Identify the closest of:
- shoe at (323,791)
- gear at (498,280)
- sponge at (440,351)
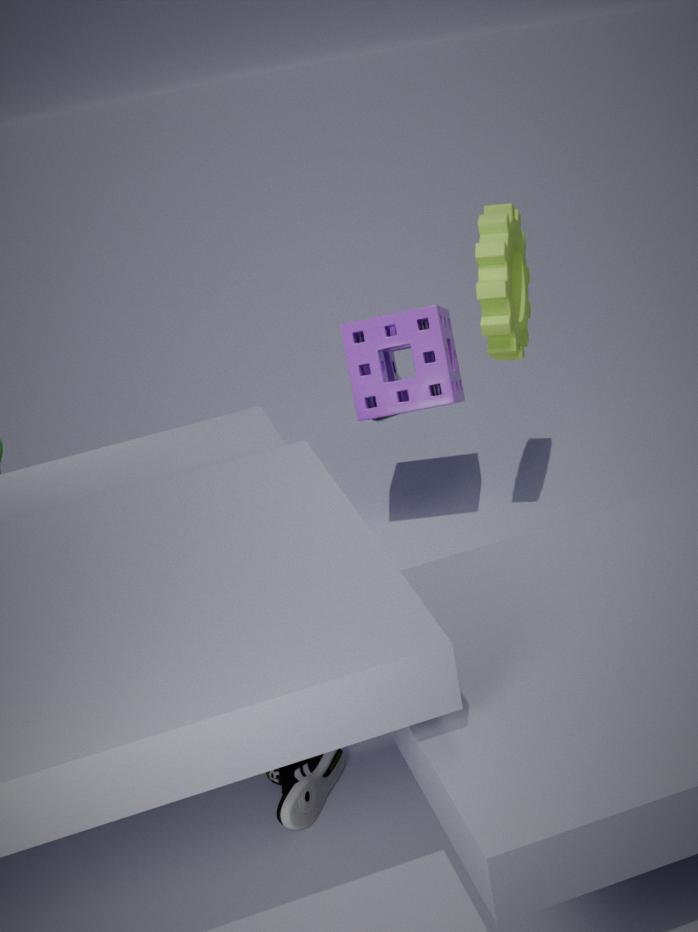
shoe at (323,791)
